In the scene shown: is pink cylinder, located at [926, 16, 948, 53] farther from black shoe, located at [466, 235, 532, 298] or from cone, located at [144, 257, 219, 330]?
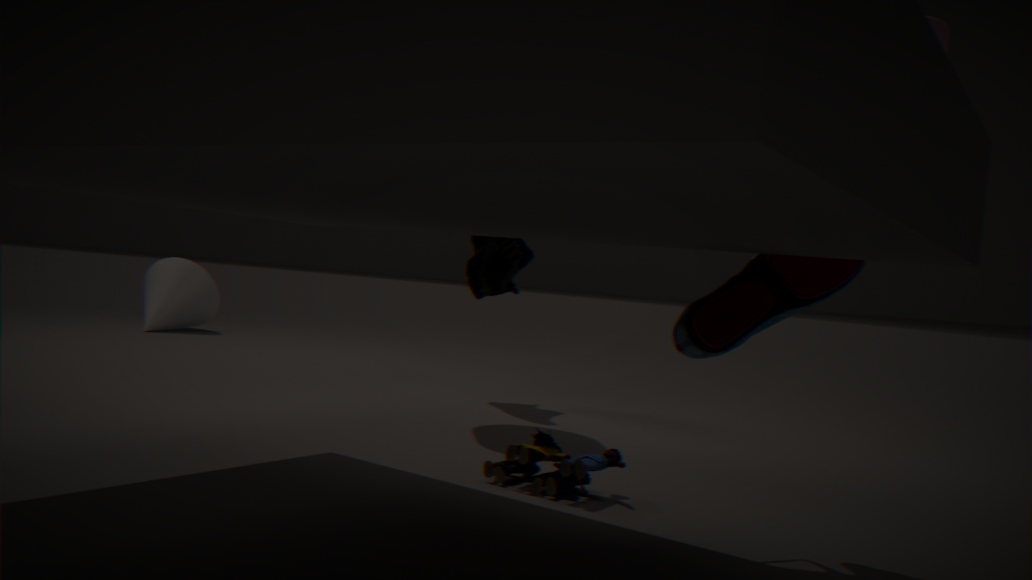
cone, located at [144, 257, 219, 330]
